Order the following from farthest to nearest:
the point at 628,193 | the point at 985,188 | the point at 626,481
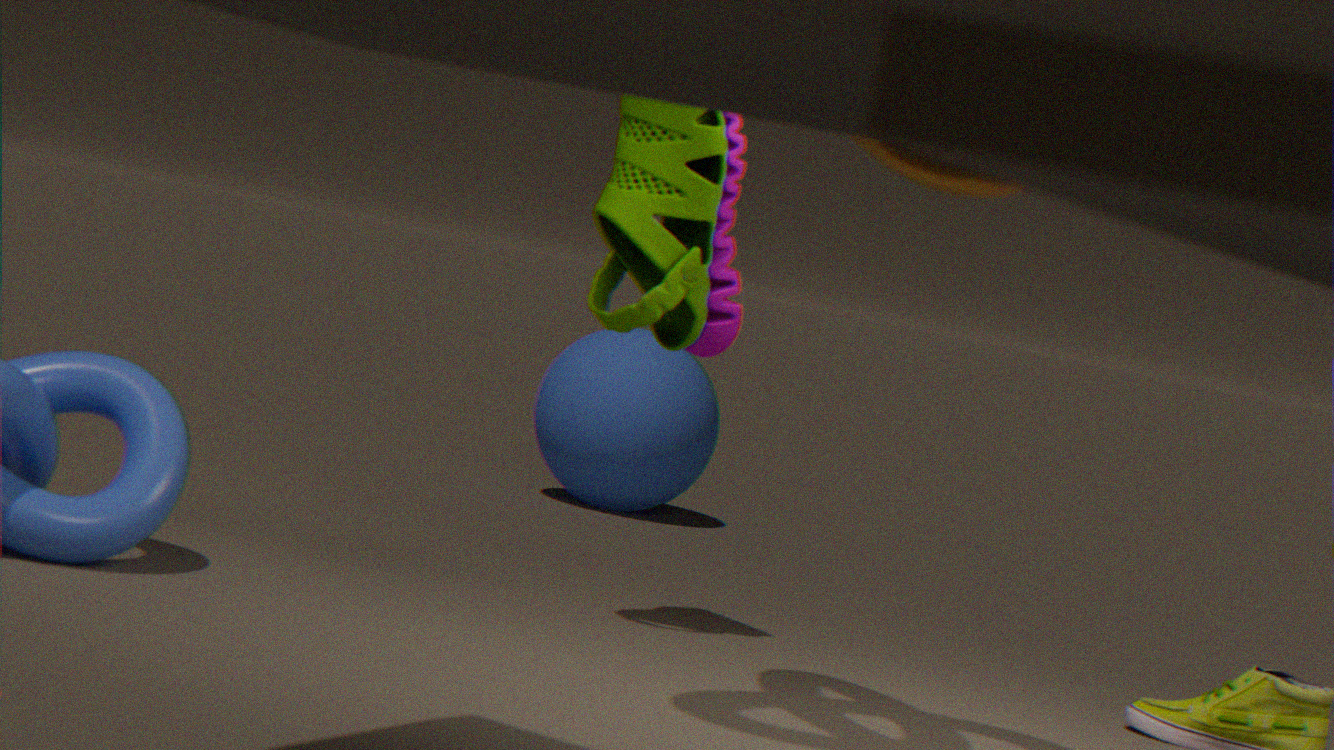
1. the point at 626,481
2. the point at 628,193
3. the point at 985,188
